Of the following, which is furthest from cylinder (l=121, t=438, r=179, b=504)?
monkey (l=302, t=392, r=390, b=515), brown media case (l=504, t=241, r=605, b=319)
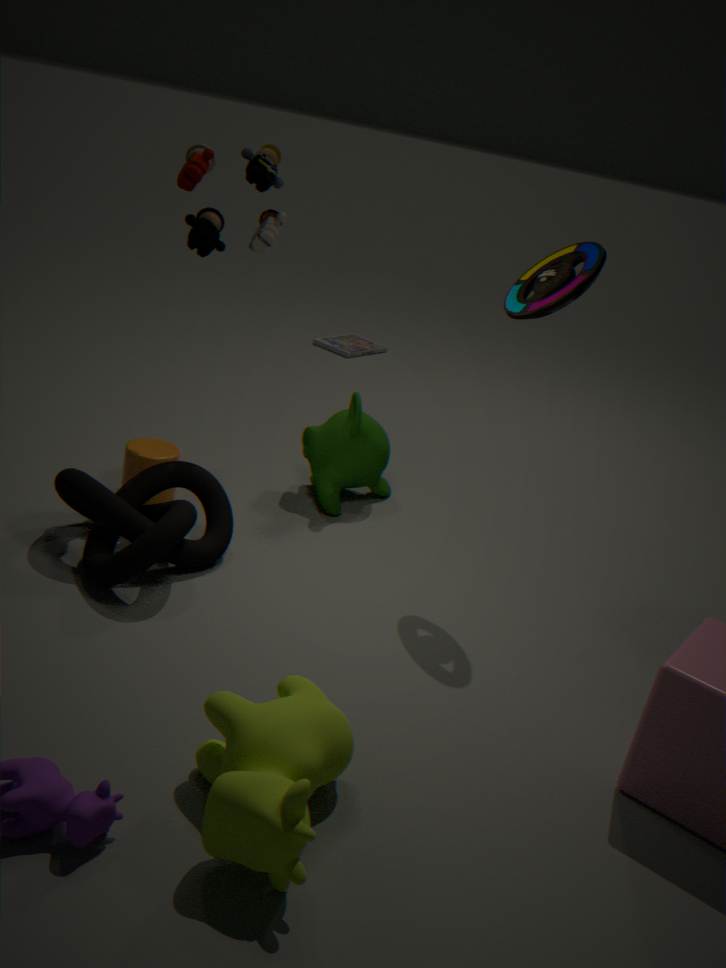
brown media case (l=504, t=241, r=605, b=319)
